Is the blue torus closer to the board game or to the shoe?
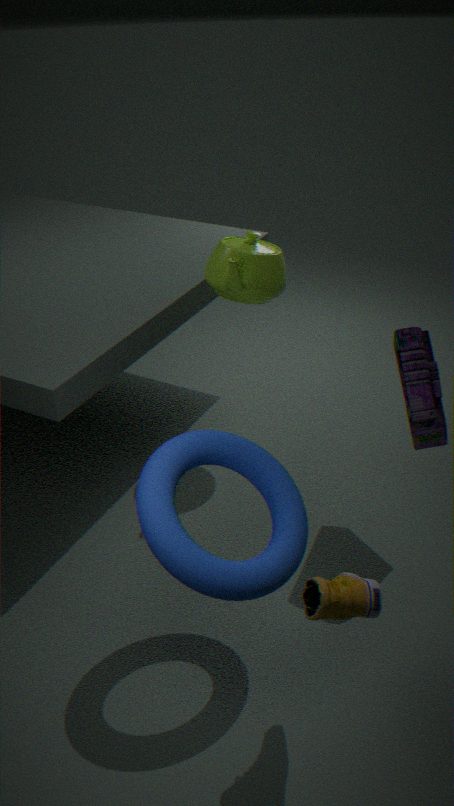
the shoe
